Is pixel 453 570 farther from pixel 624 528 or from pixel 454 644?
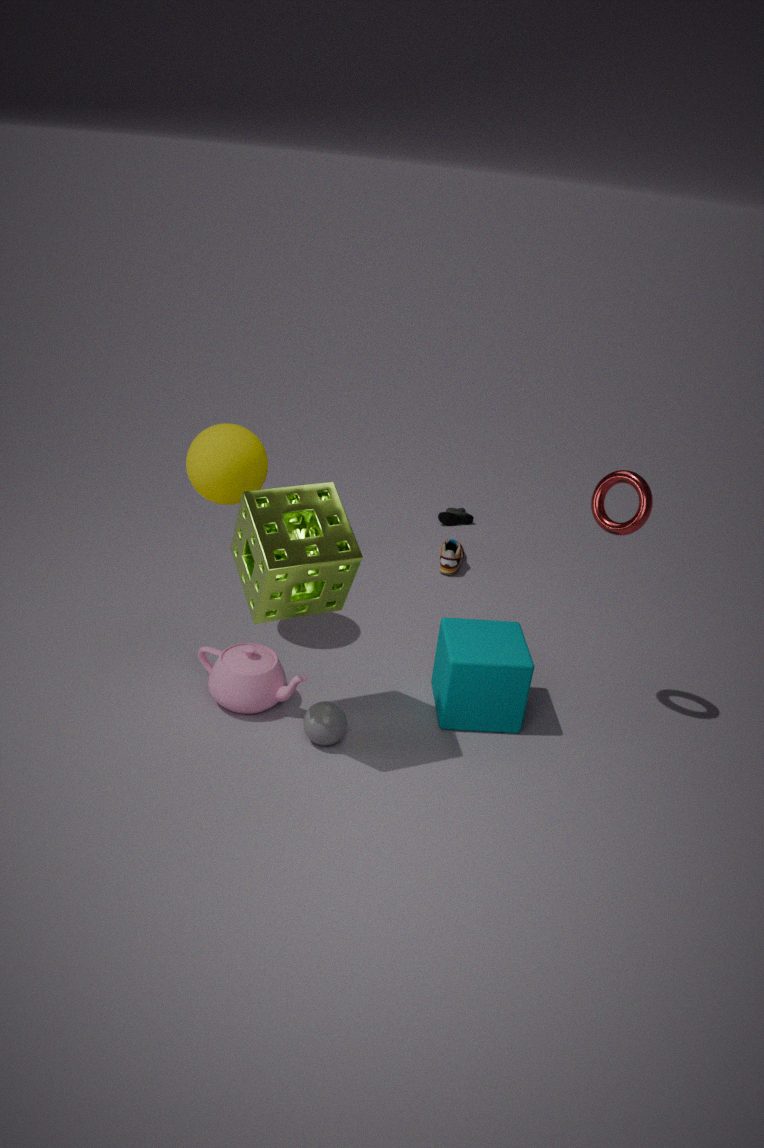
pixel 624 528
